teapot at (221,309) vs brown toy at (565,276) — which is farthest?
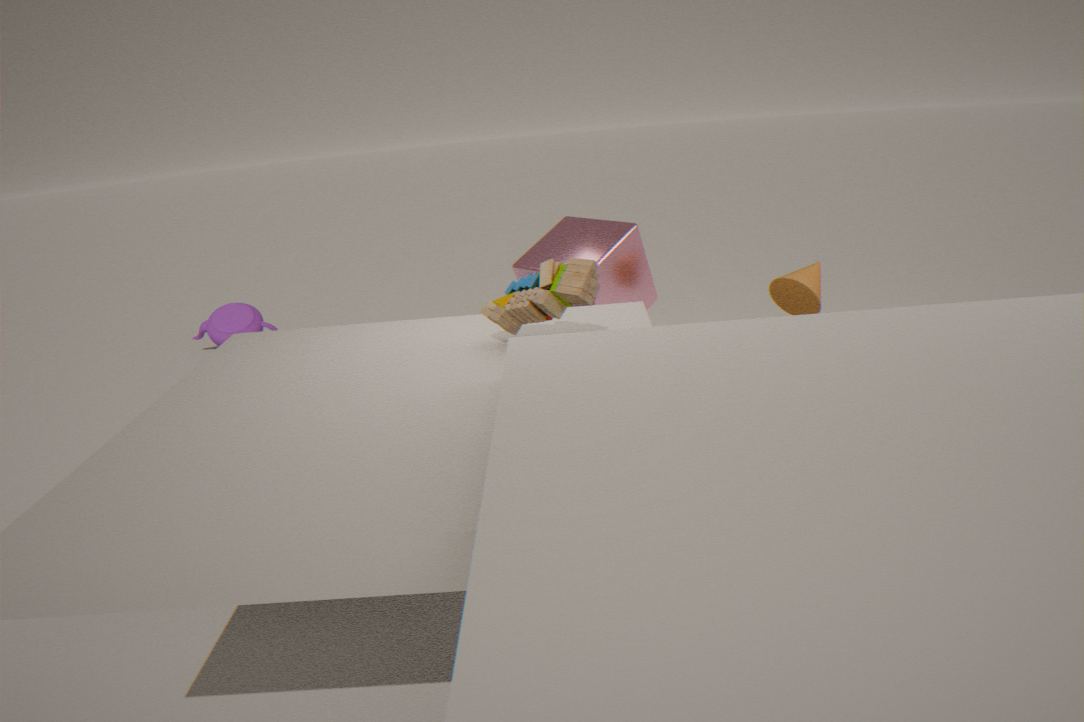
teapot at (221,309)
